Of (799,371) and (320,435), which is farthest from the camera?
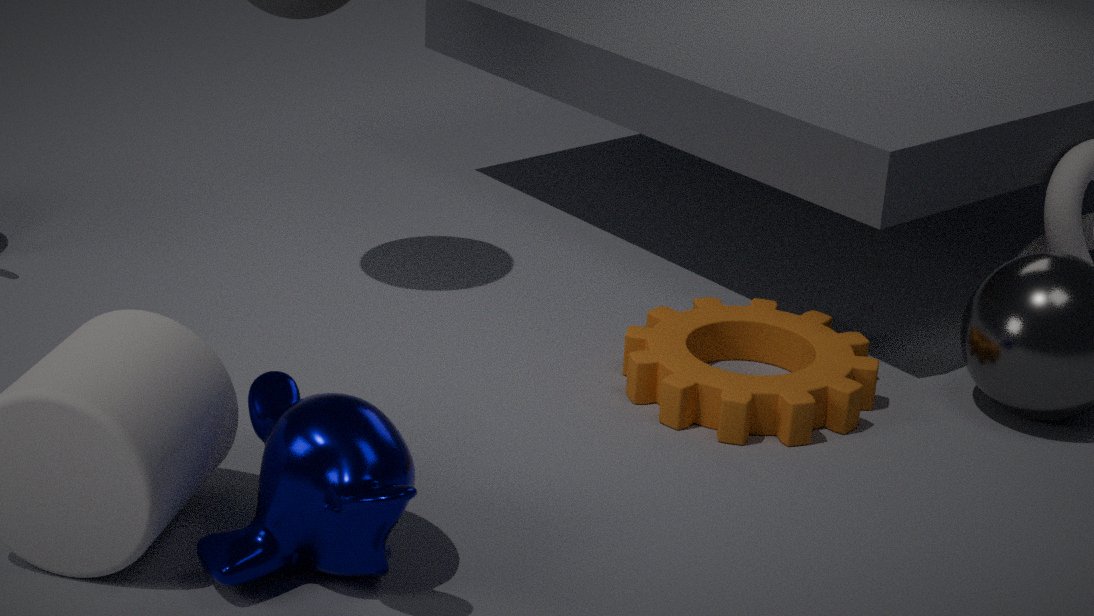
(799,371)
